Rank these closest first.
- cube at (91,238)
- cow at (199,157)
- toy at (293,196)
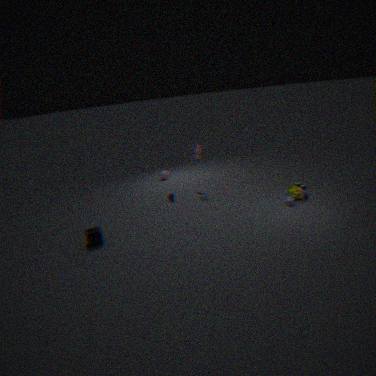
1. cube at (91,238)
2. toy at (293,196)
3. cow at (199,157)
